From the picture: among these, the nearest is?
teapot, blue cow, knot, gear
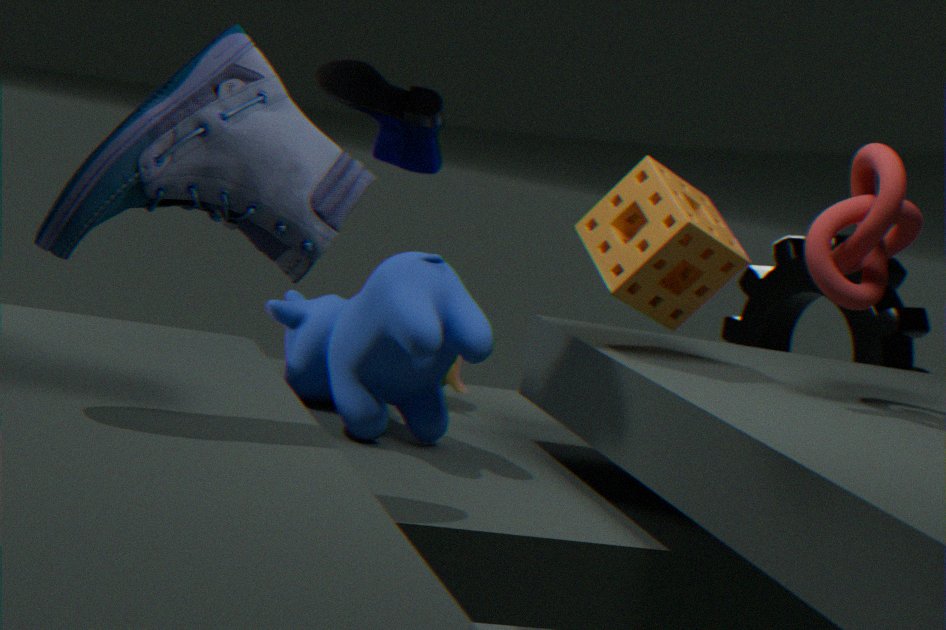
knot
